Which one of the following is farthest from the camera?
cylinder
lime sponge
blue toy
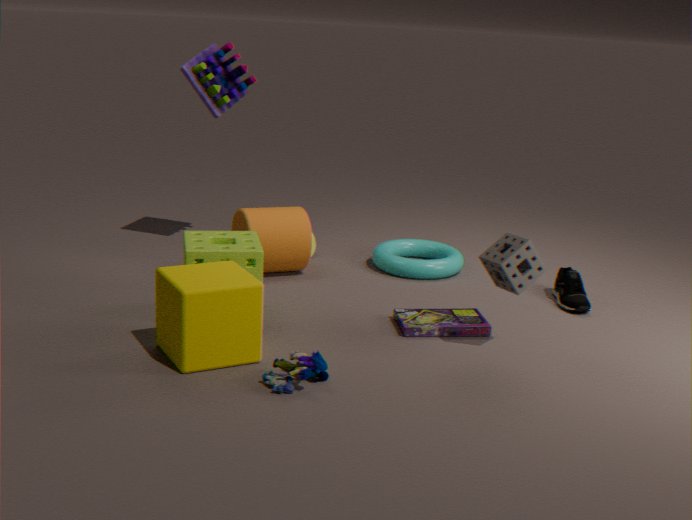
cylinder
